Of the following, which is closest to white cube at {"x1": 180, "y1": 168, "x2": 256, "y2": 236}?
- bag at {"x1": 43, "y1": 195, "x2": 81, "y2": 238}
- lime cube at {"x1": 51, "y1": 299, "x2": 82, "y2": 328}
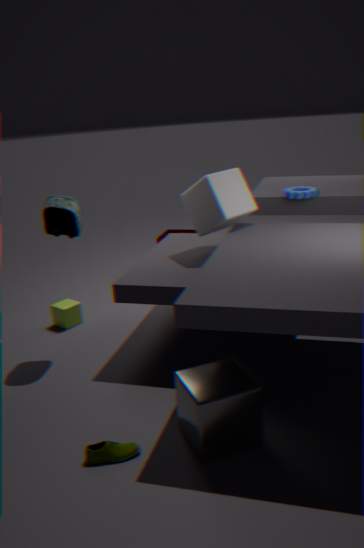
bag at {"x1": 43, "y1": 195, "x2": 81, "y2": 238}
